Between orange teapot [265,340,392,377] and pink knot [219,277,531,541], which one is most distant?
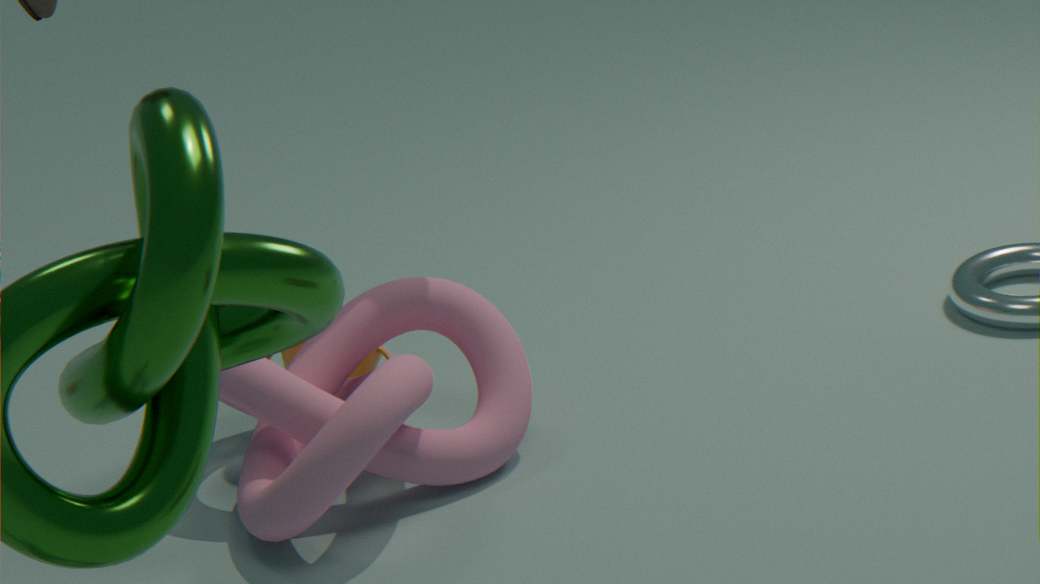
orange teapot [265,340,392,377]
